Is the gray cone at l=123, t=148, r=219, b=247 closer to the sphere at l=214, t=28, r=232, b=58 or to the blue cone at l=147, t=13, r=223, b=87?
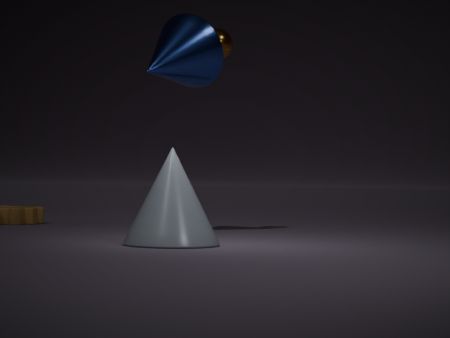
the blue cone at l=147, t=13, r=223, b=87
